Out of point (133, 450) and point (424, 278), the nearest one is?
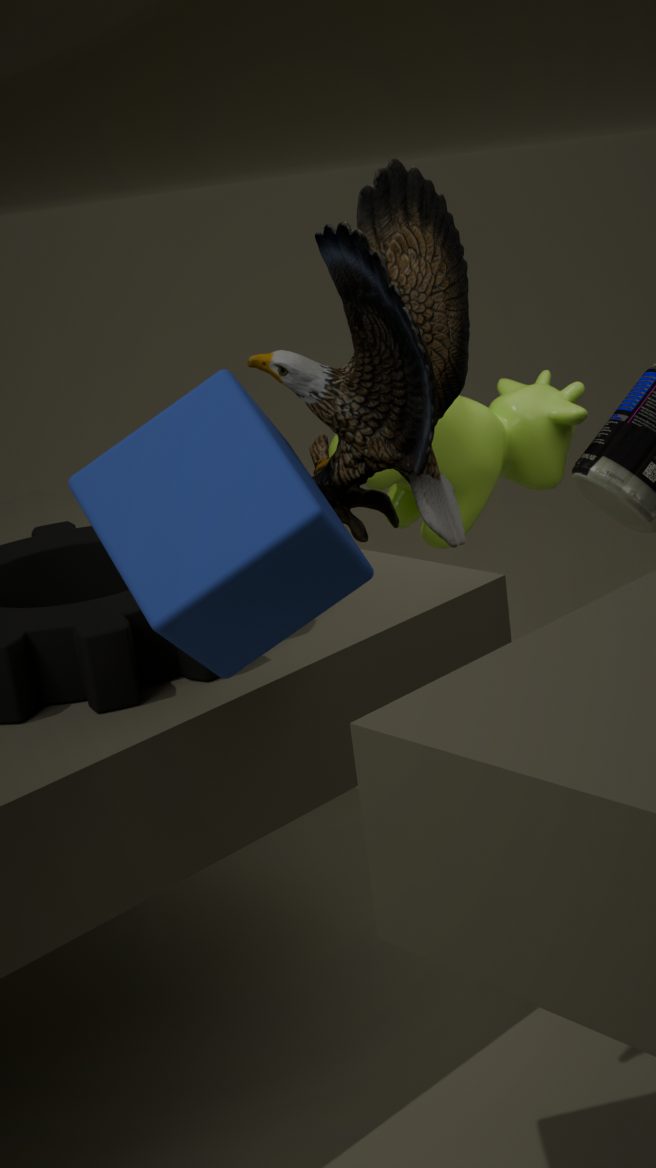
point (133, 450)
